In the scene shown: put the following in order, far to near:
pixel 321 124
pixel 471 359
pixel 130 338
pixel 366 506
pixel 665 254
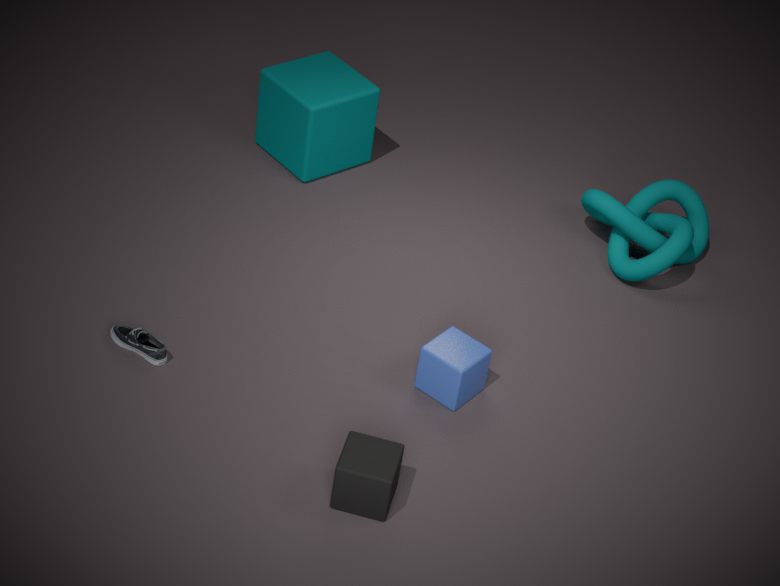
pixel 321 124 < pixel 665 254 < pixel 130 338 < pixel 471 359 < pixel 366 506
